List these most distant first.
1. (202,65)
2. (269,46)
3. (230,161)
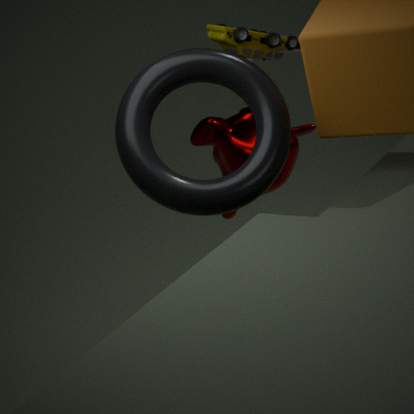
1. (230,161)
2. (269,46)
3. (202,65)
